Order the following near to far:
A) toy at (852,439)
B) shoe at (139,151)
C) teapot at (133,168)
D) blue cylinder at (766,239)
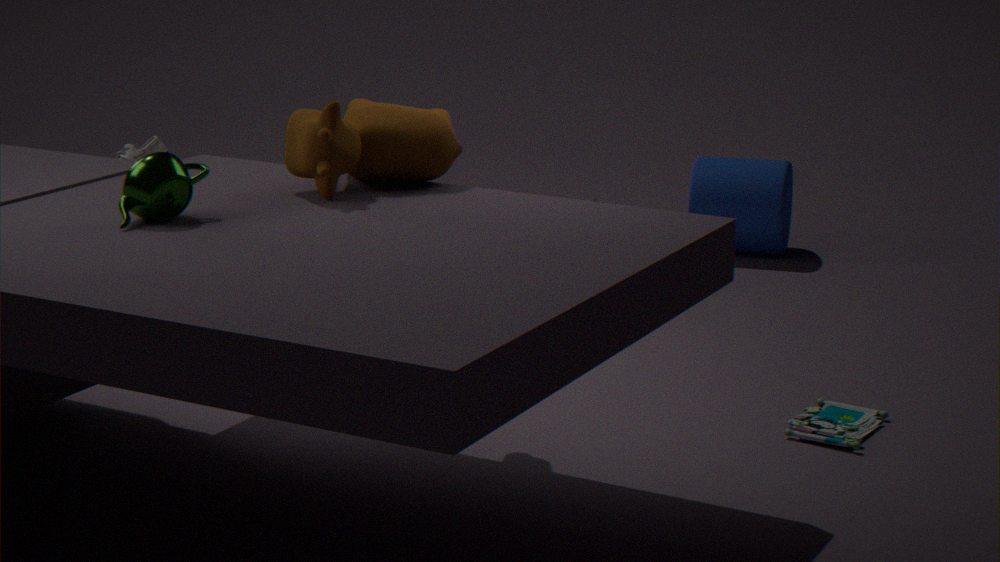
teapot at (133,168), toy at (852,439), shoe at (139,151), blue cylinder at (766,239)
